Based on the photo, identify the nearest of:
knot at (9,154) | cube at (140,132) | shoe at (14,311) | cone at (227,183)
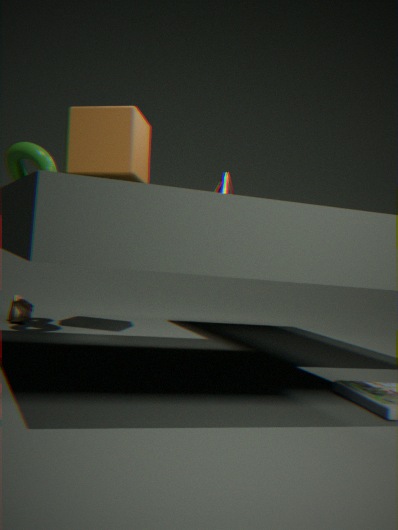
cone at (227,183)
